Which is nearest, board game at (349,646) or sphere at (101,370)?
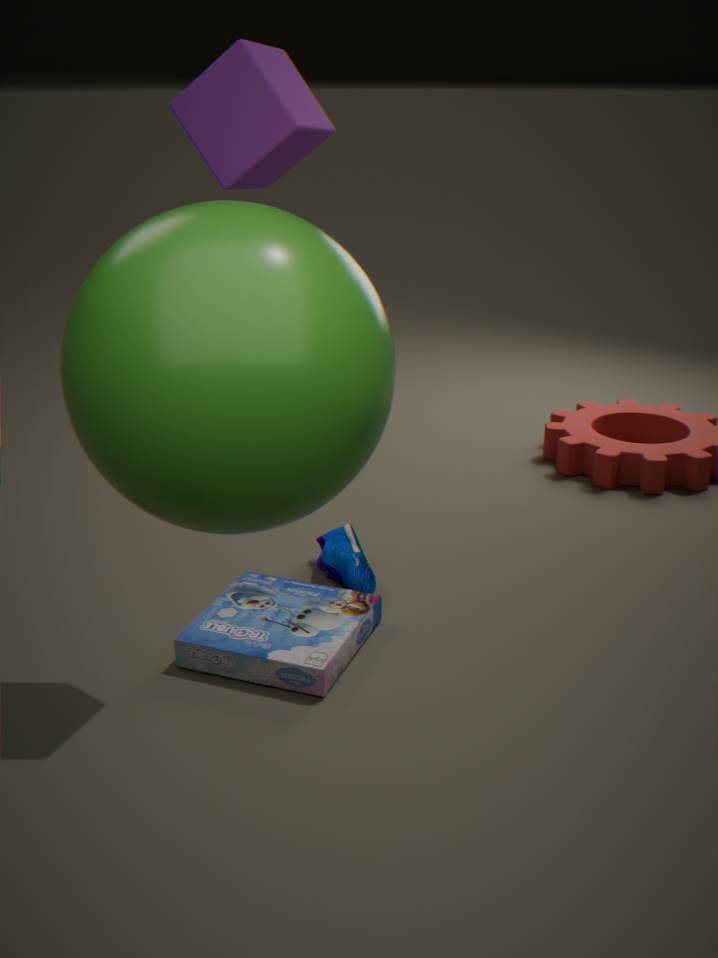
sphere at (101,370)
